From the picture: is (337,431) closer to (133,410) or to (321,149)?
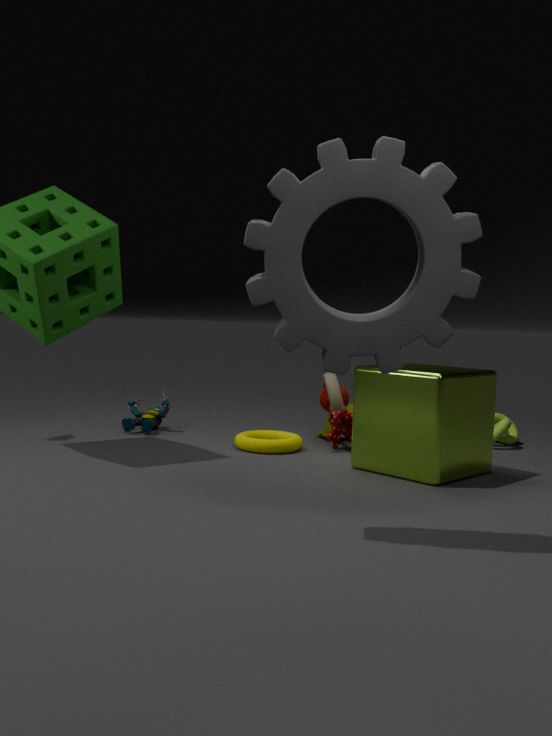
(133,410)
